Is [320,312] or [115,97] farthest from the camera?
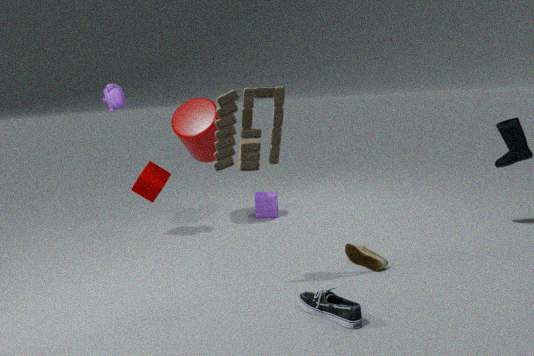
[115,97]
